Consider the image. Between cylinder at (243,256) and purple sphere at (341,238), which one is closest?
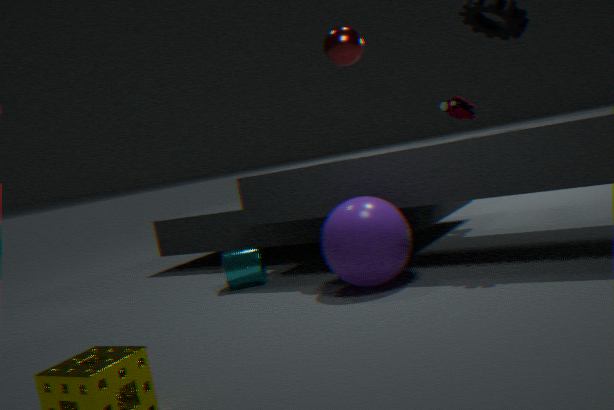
purple sphere at (341,238)
